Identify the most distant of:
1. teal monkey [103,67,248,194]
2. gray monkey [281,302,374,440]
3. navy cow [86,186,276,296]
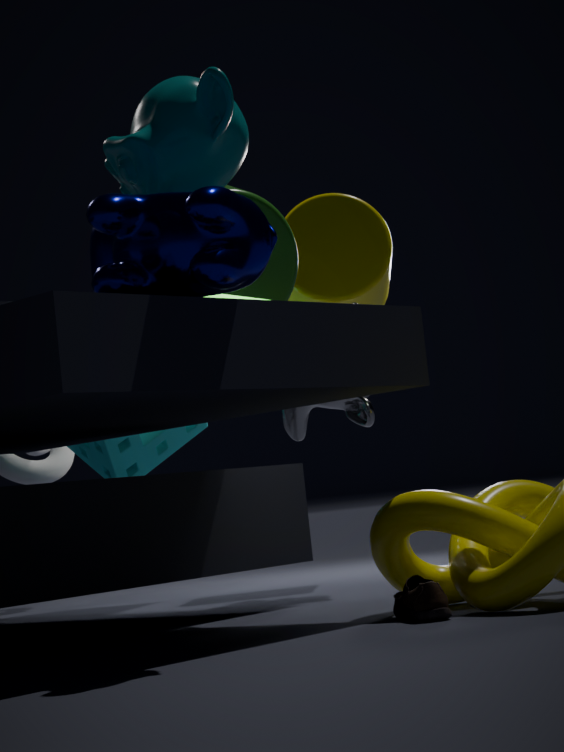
gray monkey [281,302,374,440]
